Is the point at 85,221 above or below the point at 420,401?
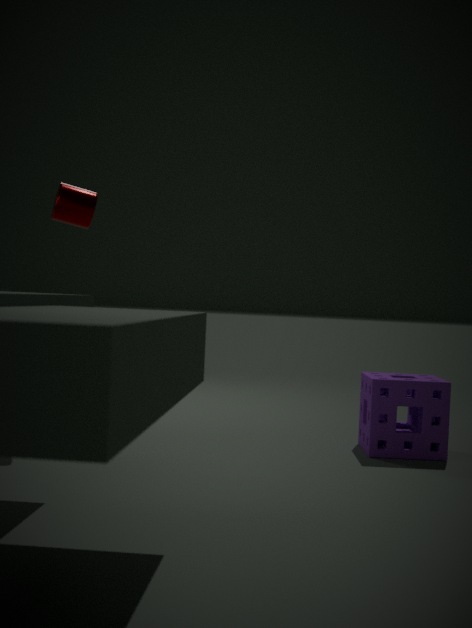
above
